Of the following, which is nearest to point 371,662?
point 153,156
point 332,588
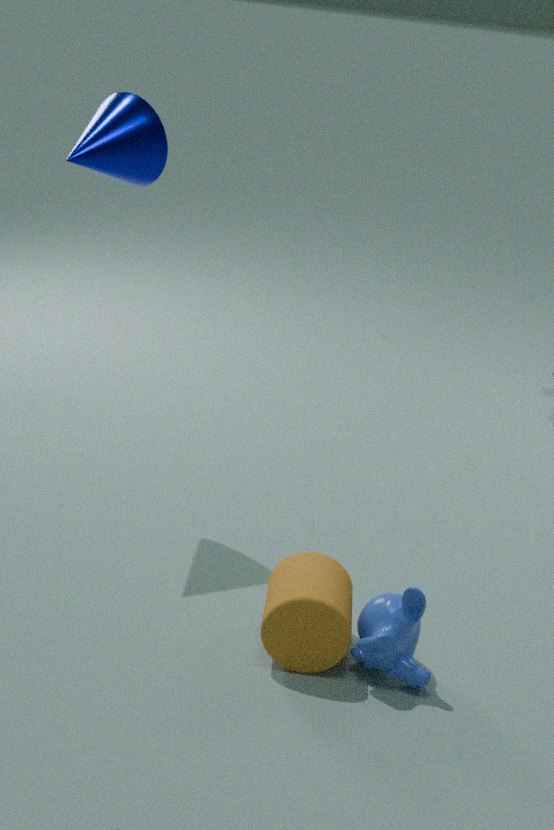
point 332,588
